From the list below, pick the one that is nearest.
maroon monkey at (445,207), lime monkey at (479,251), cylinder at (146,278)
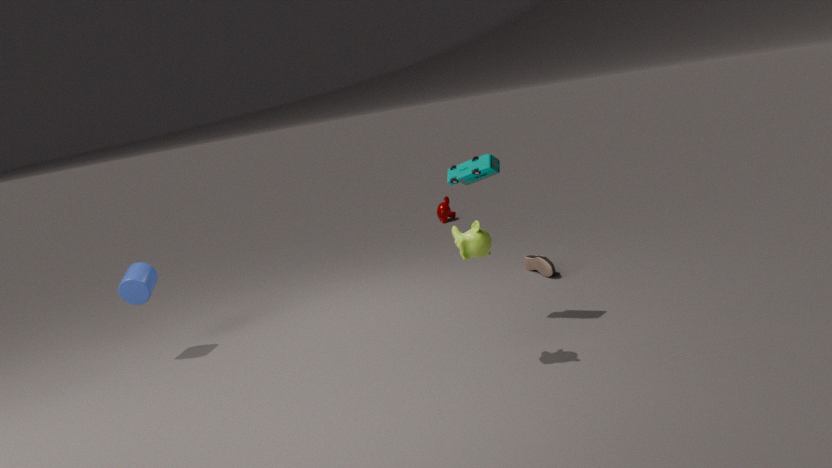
lime monkey at (479,251)
